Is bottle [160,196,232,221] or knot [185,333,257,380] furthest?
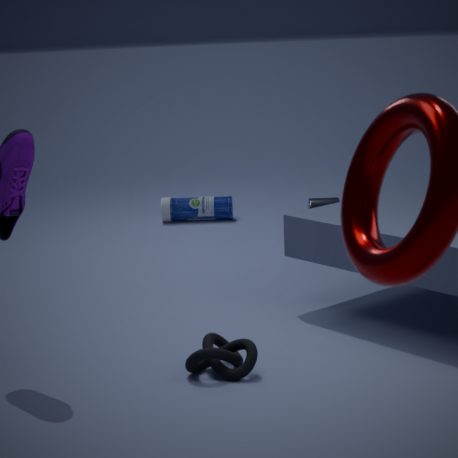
bottle [160,196,232,221]
